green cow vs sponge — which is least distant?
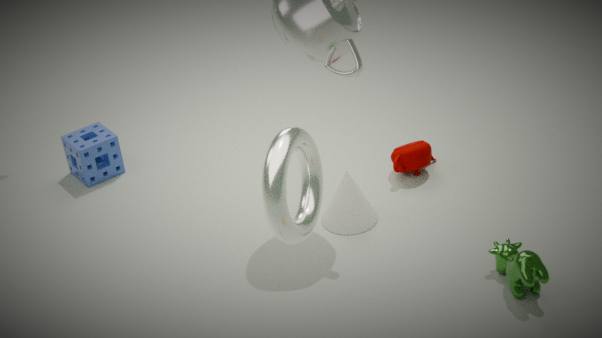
green cow
